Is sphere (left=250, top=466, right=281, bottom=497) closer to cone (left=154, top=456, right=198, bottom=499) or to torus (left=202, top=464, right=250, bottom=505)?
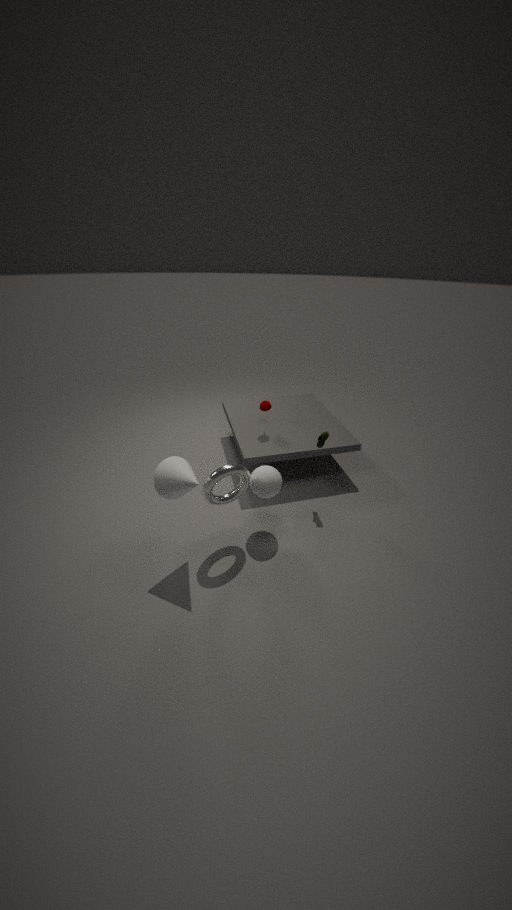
torus (left=202, top=464, right=250, bottom=505)
